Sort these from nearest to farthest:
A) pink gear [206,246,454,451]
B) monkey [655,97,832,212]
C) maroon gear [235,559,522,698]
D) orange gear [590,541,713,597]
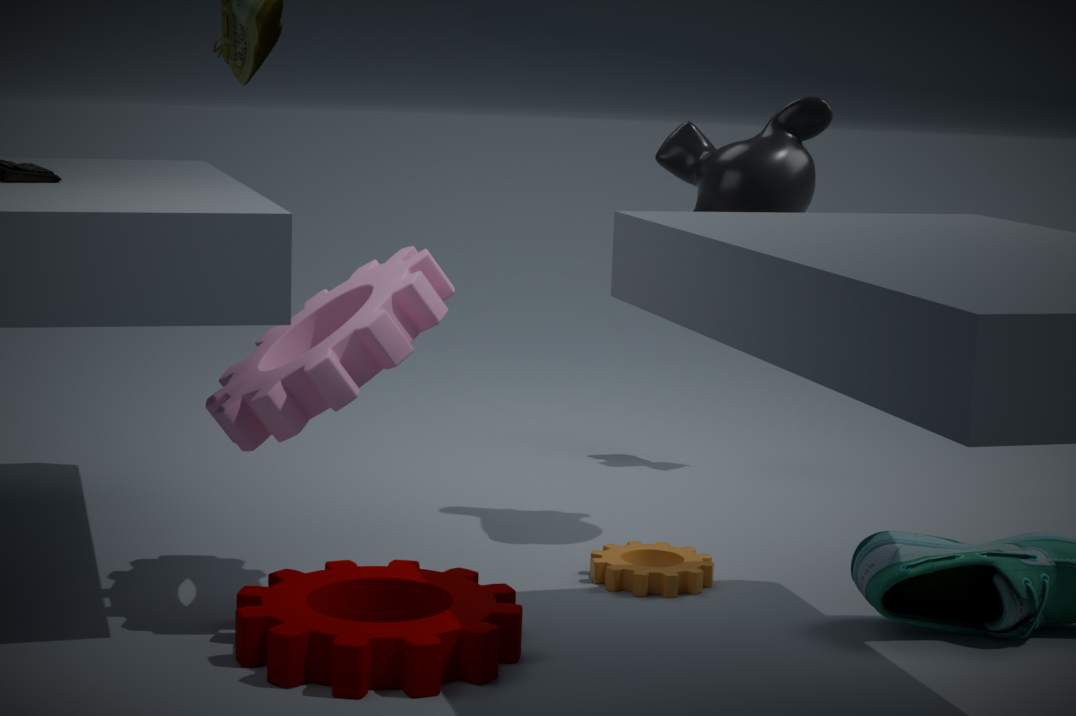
maroon gear [235,559,522,698] < pink gear [206,246,454,451] < orange gear [590,541,713,597] < monkey [655,97,832,212]
